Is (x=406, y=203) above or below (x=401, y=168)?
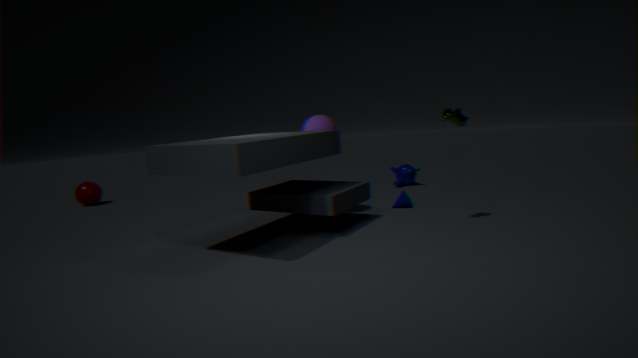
below
